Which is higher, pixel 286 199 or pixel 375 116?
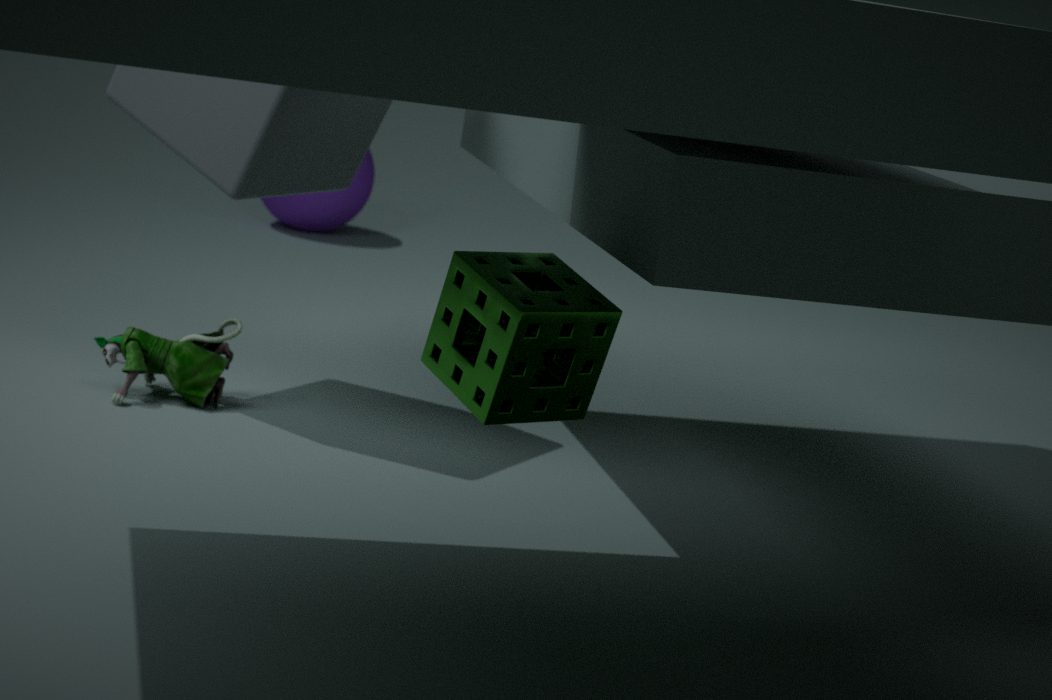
pixel 375 116
